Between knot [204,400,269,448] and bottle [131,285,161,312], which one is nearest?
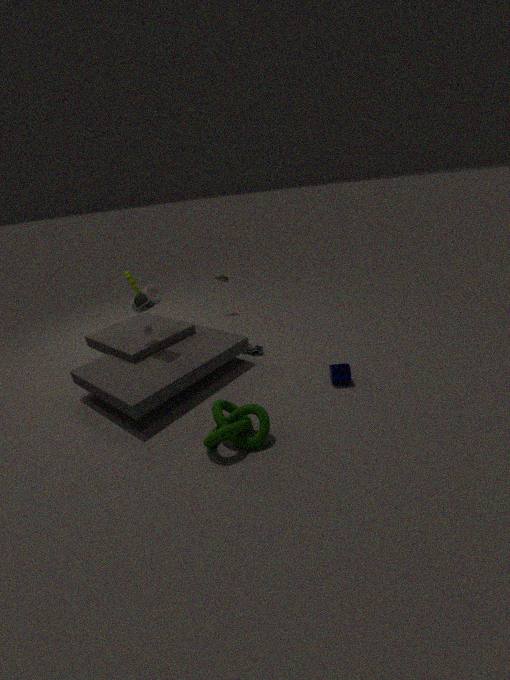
knot [204,400,269,448]
